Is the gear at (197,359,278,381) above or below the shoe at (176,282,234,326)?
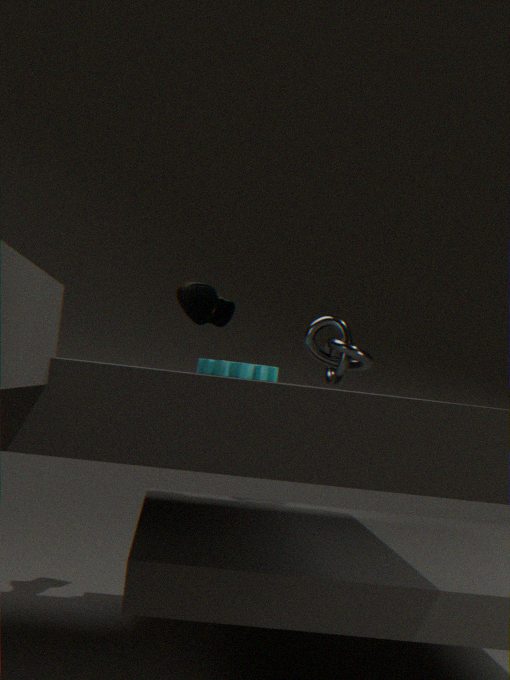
below
